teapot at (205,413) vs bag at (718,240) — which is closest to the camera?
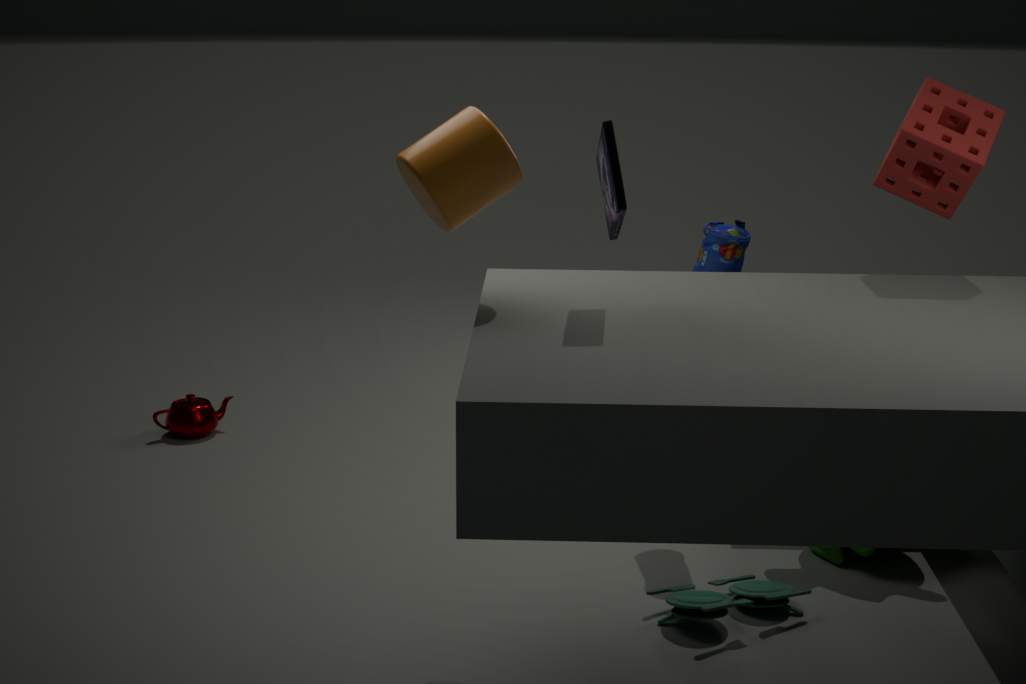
bag at (718,240)
